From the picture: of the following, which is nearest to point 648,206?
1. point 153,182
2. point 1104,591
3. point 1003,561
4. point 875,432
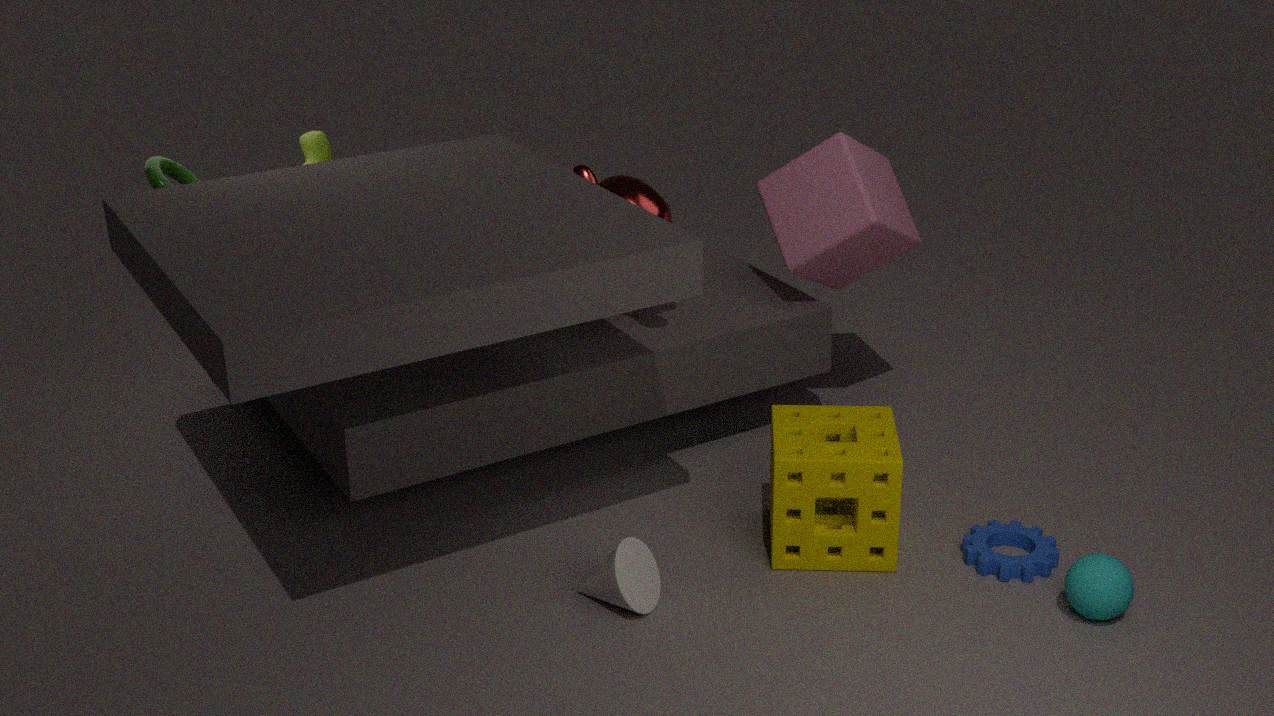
point 875,432
